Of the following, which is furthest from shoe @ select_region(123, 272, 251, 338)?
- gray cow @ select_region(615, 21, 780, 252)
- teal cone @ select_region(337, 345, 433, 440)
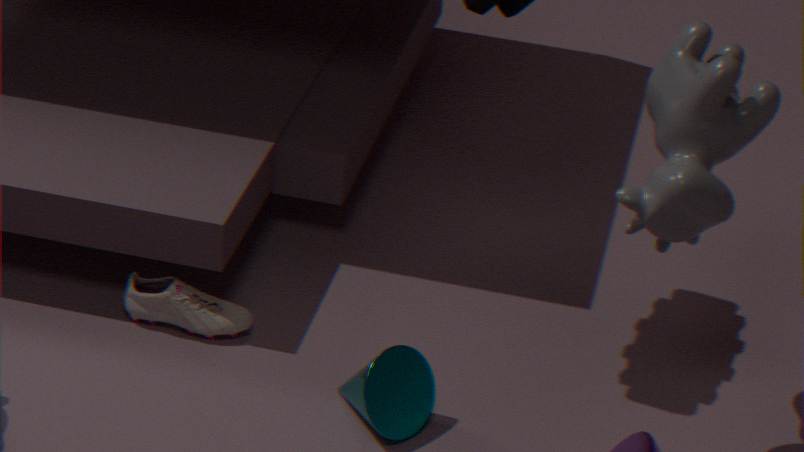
gray cow @ select_region(615, 21, 780, 252)
